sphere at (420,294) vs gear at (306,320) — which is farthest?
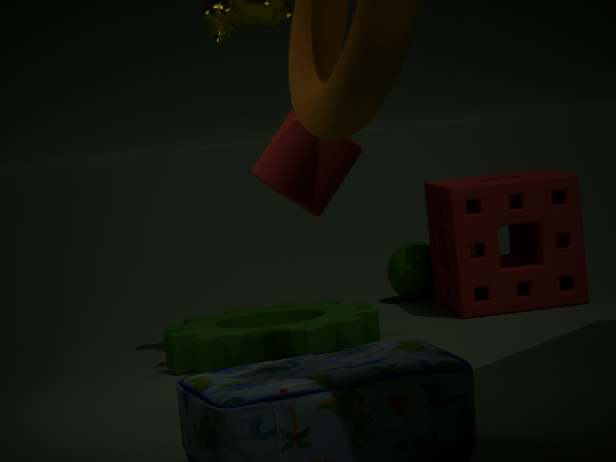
sphere at (420,294)
